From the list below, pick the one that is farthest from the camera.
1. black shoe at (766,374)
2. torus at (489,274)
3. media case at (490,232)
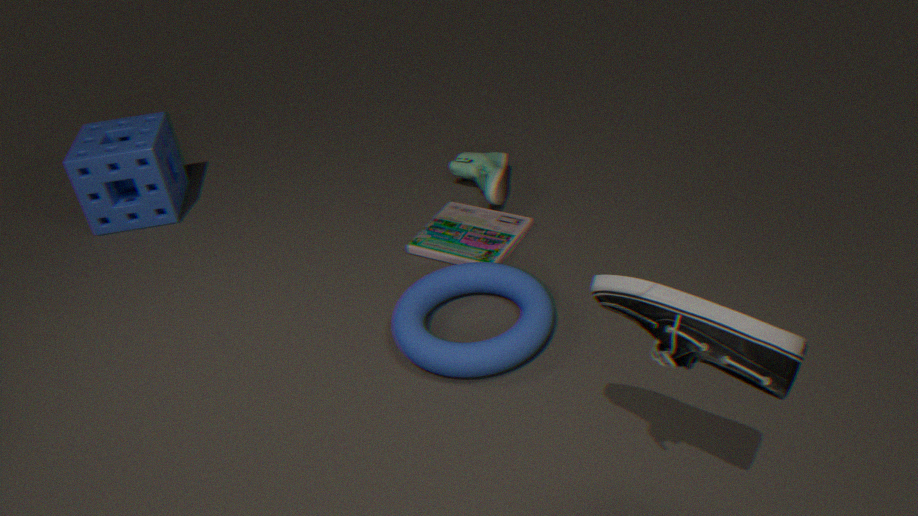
media case at (490,232)
